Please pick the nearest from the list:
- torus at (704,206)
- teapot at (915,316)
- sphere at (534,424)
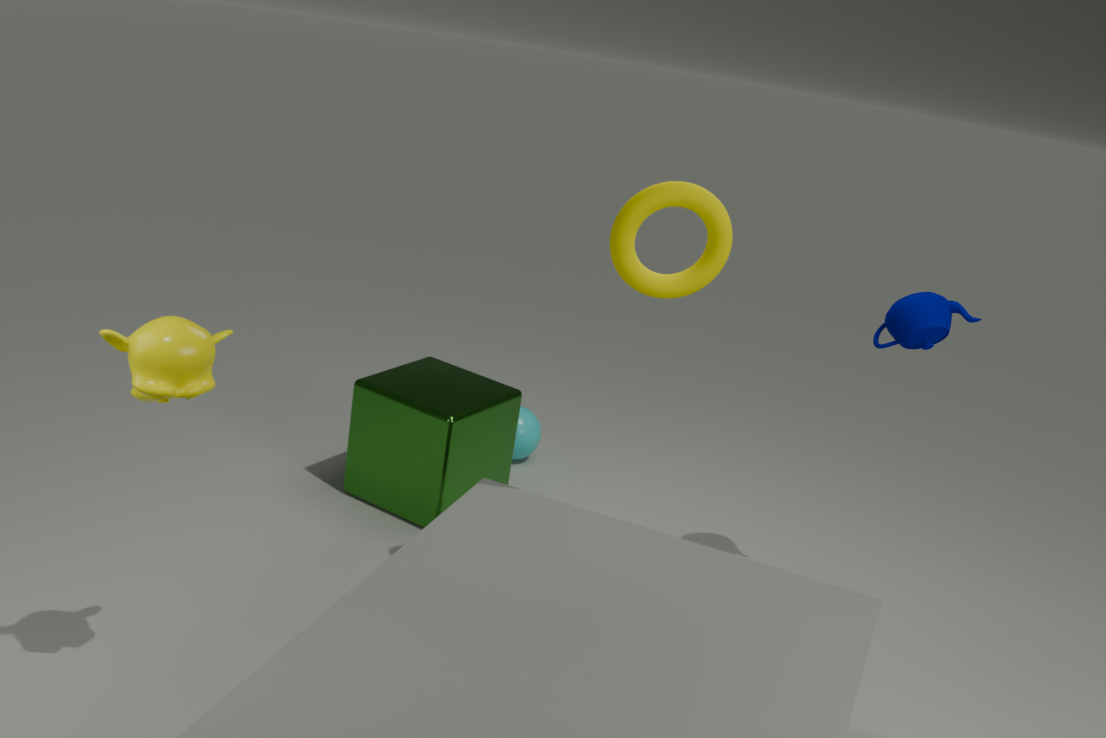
torus at (704,206)
